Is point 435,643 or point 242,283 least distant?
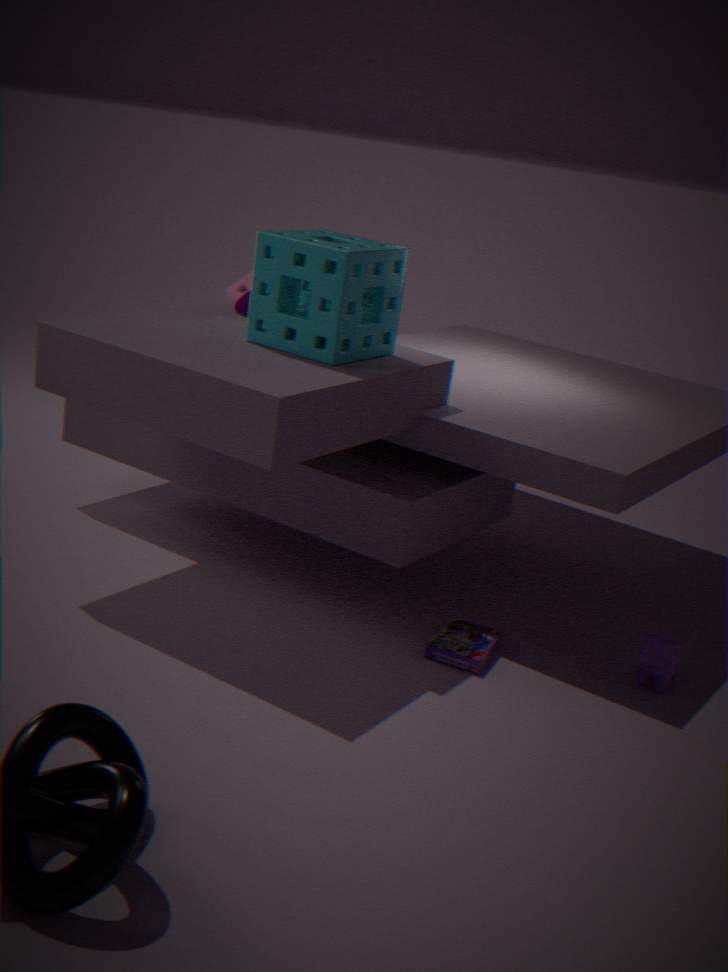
point 435,643
